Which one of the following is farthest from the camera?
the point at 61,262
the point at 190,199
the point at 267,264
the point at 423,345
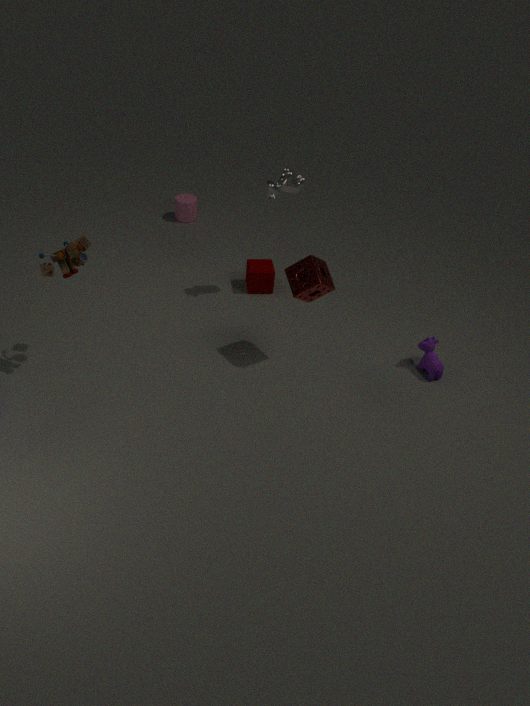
the point at 190,199
